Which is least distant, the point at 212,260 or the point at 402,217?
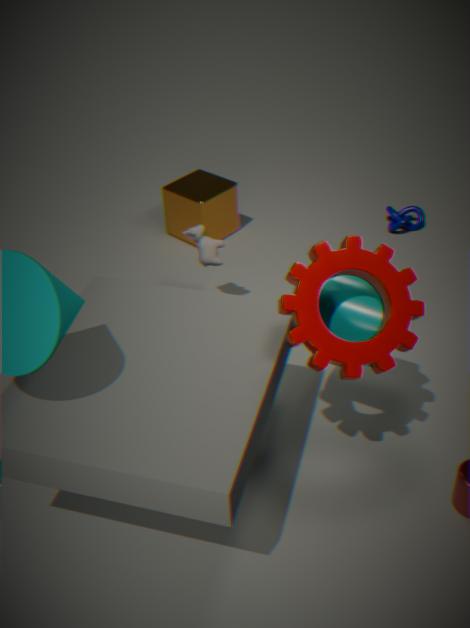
the point at 212,260
